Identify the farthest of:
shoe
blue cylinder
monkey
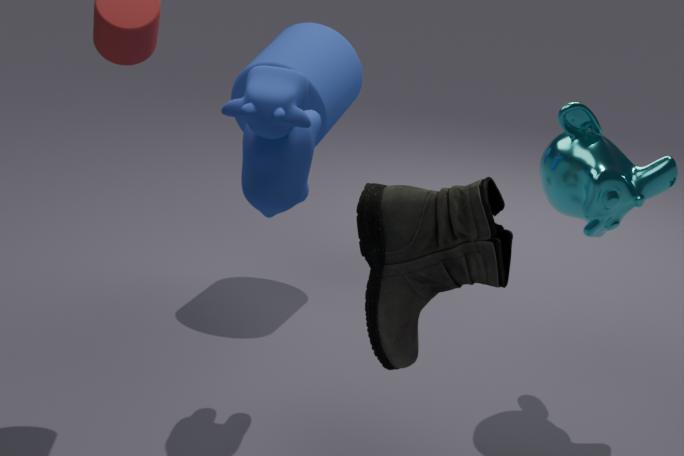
blue cylinder
